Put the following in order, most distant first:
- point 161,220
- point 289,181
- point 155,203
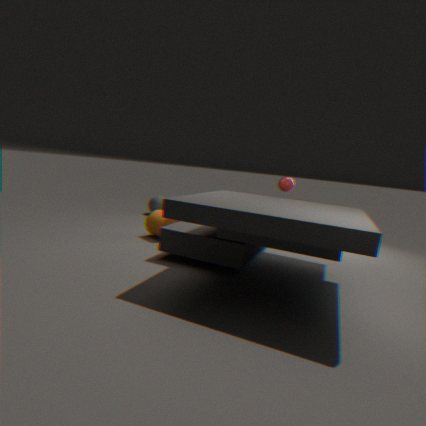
1. point 155,203
2. point 161,220
3. point 289,181
